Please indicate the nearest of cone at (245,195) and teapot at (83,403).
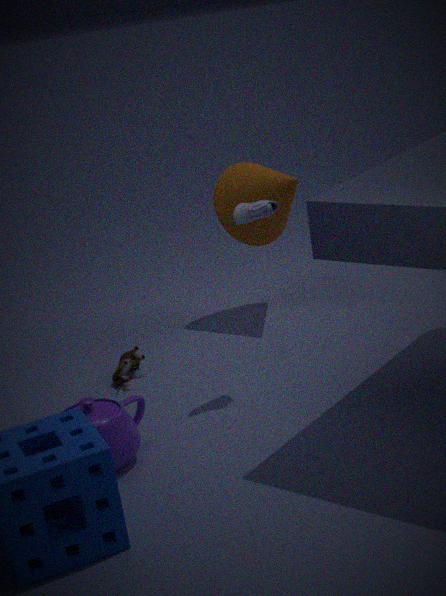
teapot at (83,403)
